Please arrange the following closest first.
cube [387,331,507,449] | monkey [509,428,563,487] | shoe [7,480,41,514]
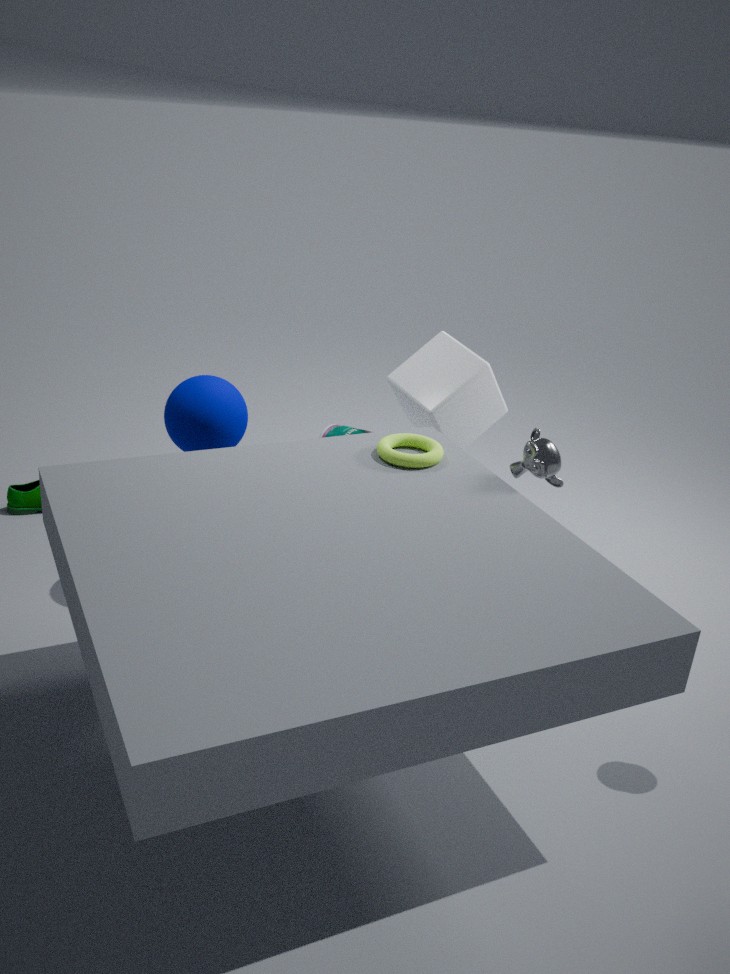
monkey [509,428,563,487] < cube [387,331,507,449] < shoe [7,480,41,514]
